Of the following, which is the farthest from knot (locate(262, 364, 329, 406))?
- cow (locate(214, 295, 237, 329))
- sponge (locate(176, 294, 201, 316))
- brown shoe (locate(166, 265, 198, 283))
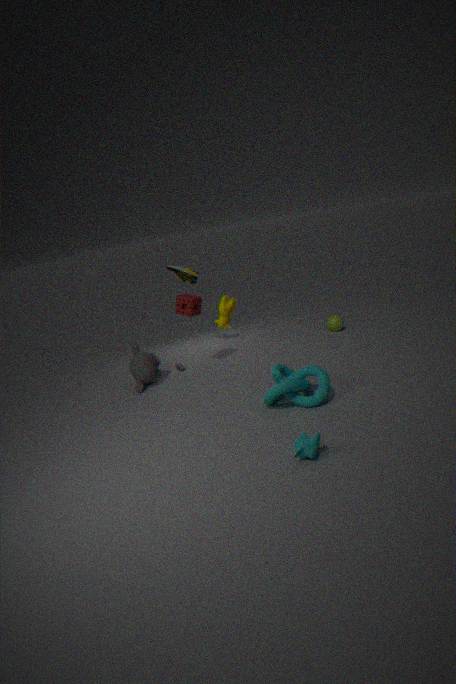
brown shoe (locate(166, 265, 198, 283))
